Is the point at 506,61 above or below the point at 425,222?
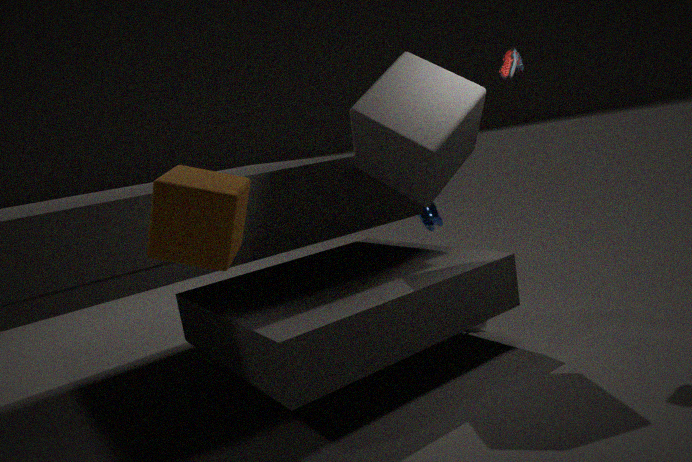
above
